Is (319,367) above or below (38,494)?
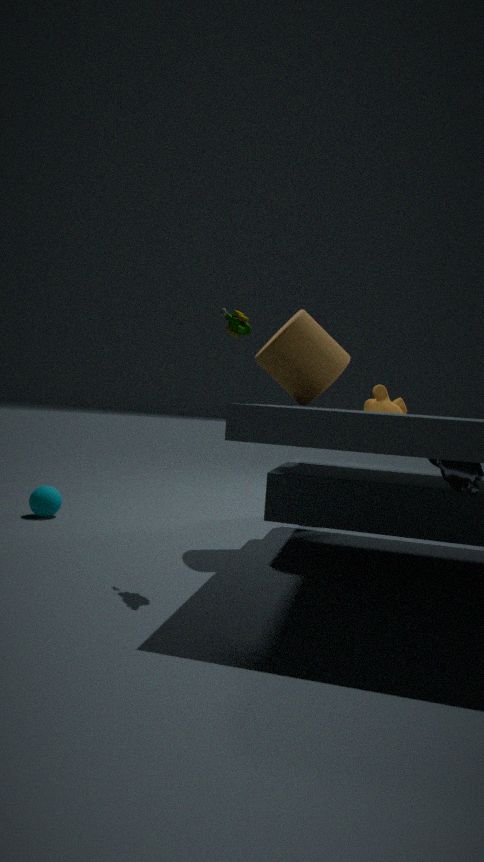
above
